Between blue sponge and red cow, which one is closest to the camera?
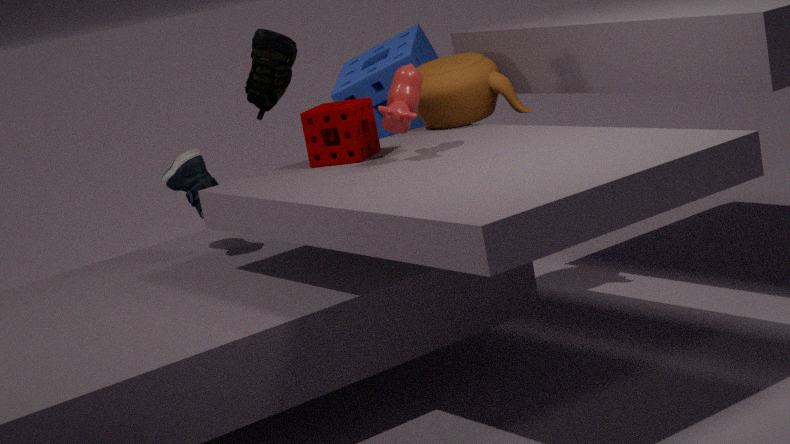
red cow
